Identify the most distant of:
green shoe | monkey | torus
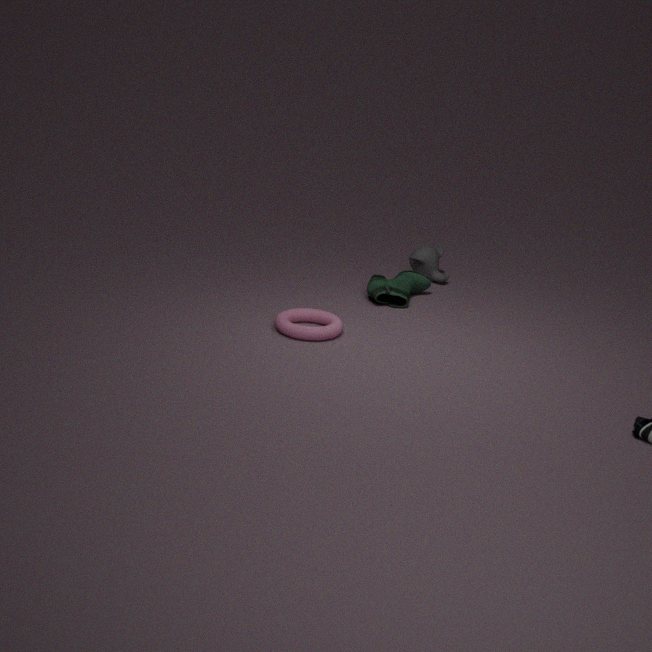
monkey
